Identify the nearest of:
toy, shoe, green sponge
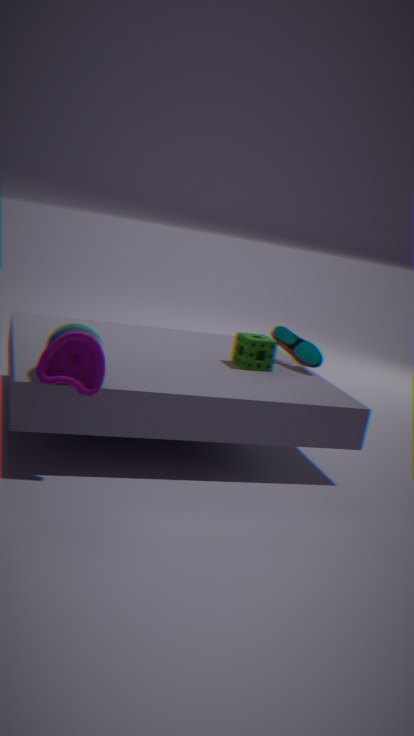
toy
